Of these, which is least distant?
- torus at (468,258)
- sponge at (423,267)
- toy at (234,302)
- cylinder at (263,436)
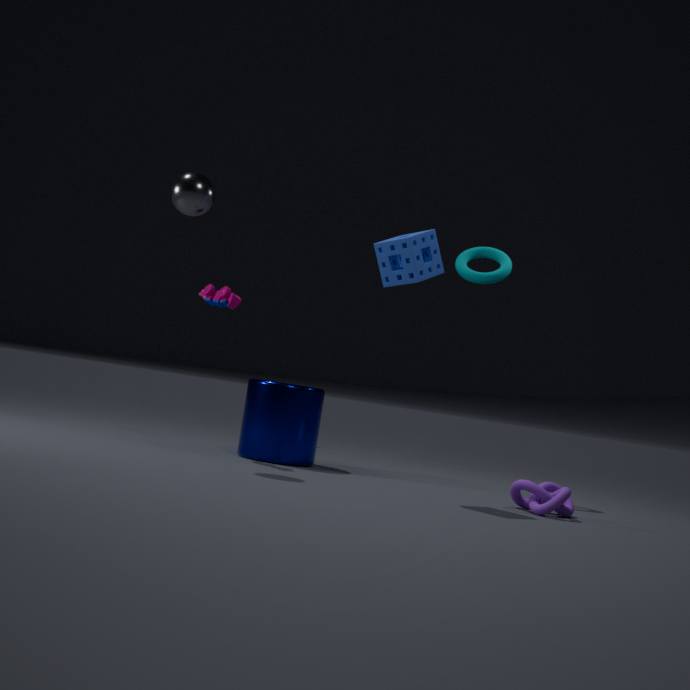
sponge at (423,267)
